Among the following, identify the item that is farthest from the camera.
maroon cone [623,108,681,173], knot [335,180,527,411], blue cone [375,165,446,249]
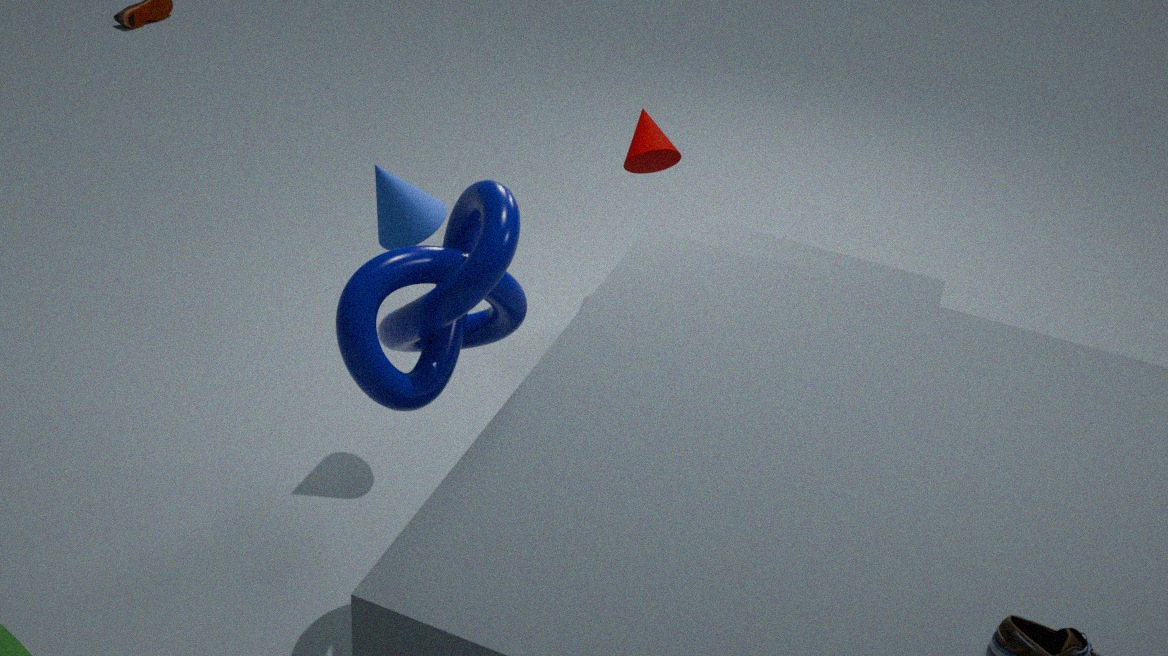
maroon cone [623,108,681,173]
